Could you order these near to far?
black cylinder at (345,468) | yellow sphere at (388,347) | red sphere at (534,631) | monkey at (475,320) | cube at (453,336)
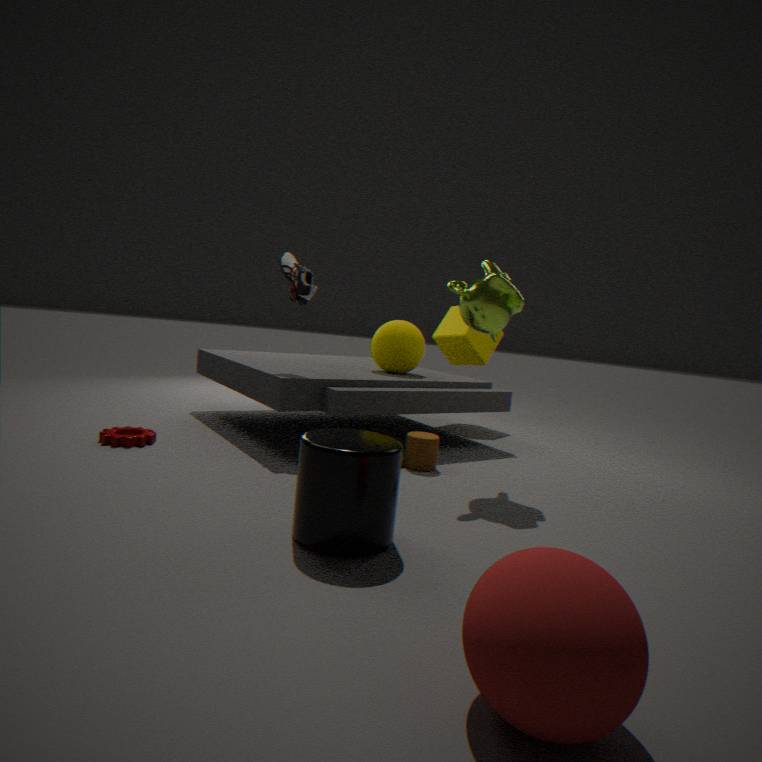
red sphere at (534,631) → black cylinder at (345,468) → monkey at (475,320) → yellow sphere at (388,347) → cube at (453,336)
